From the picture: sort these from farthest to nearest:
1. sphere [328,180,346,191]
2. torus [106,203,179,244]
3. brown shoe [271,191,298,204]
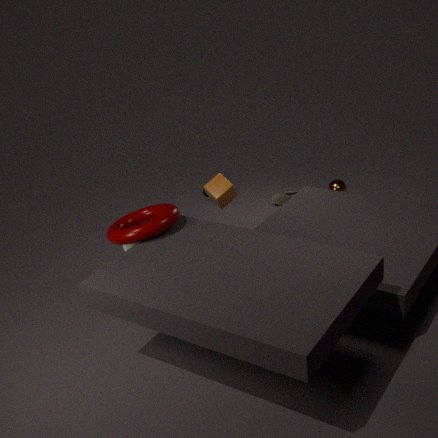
1. brown shoe [271,191,298,204]
2. sphere [328,180,346,191]
3. torus [106,203,179,244]
